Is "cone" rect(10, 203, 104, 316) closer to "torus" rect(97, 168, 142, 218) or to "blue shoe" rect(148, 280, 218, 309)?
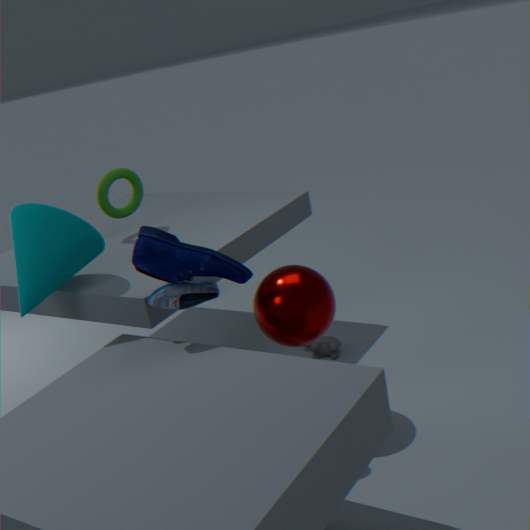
"blue shoe" rect(148, 280, 218, 309)
